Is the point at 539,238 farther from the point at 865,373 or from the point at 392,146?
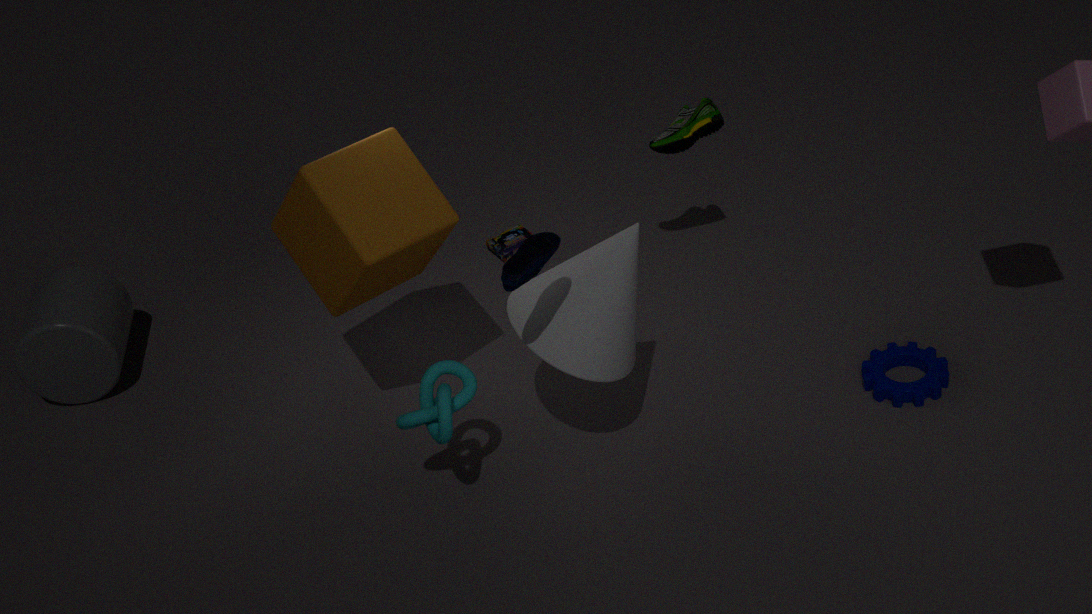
the point at 865,373
